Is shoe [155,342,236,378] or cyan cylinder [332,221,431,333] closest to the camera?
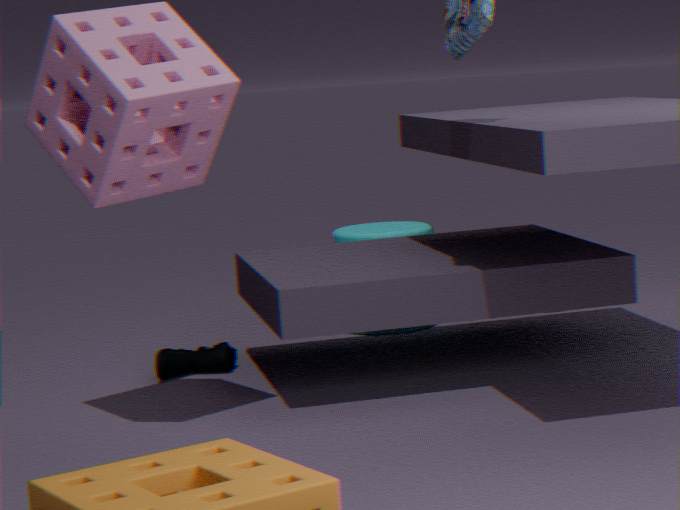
shoe [155,342,236,378]
